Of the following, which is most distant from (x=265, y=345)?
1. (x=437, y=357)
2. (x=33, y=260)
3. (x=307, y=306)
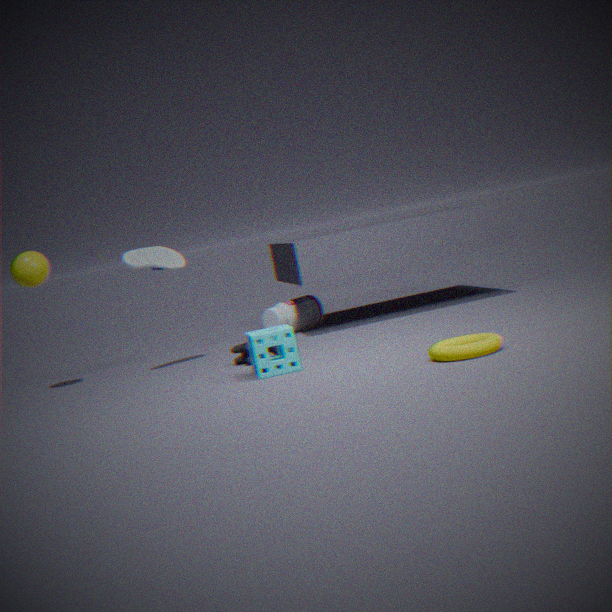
(x=33, y=260)
